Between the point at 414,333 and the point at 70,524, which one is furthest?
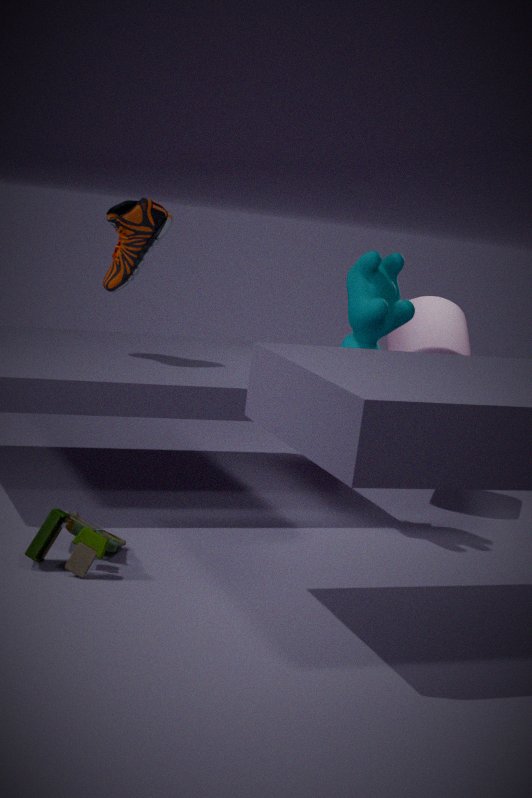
the point at 414,333
